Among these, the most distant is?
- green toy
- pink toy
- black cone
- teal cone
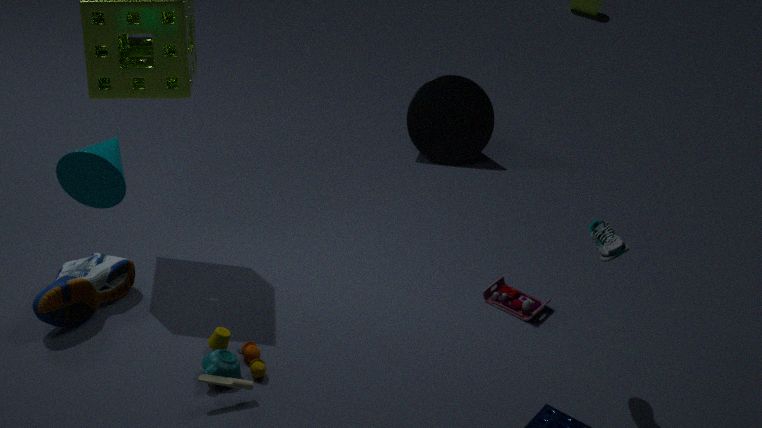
black cone
